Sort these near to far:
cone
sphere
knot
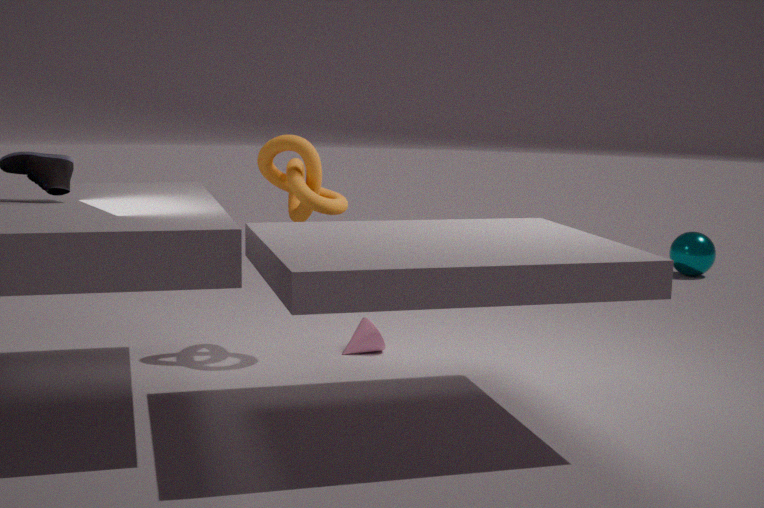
knot → cone → sphere
